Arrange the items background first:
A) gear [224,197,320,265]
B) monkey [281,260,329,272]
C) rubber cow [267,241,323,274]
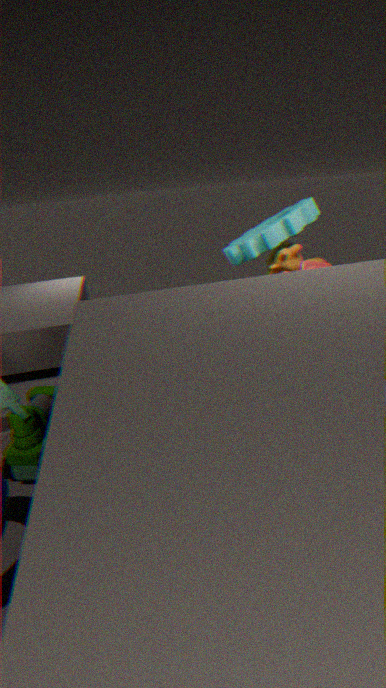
1. rubber cow [267,241,323,274]
2. gear [224,197,320,265]
3. monkey [281,260,329,272]
